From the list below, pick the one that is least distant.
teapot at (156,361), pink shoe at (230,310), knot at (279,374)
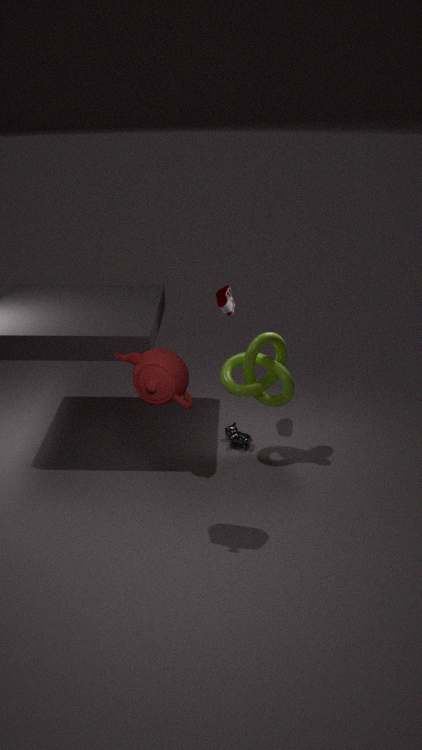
teapot at (156,361)
